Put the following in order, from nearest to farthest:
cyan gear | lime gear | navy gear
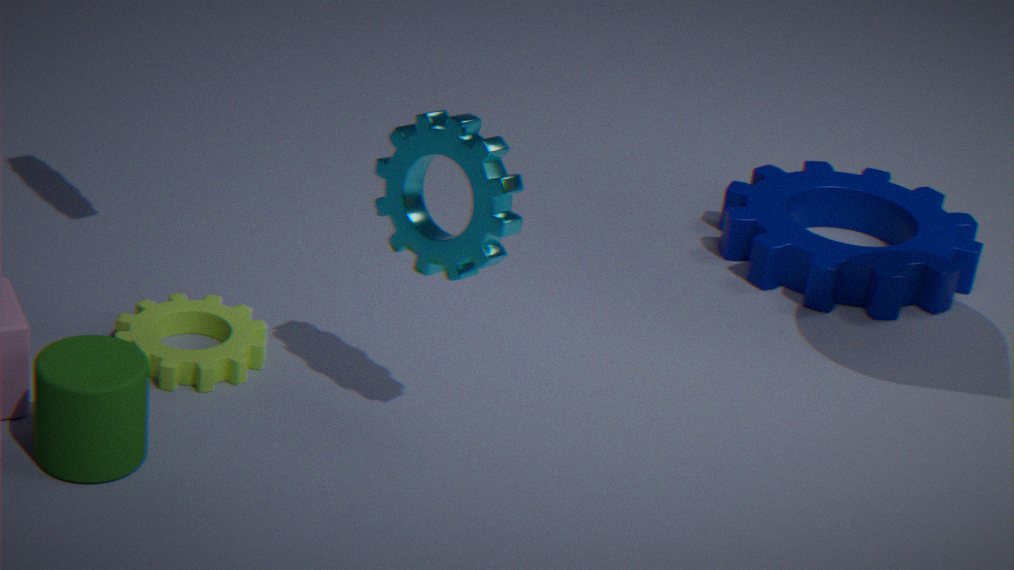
1. cyan gear
2. lime gear
3. navy gear
